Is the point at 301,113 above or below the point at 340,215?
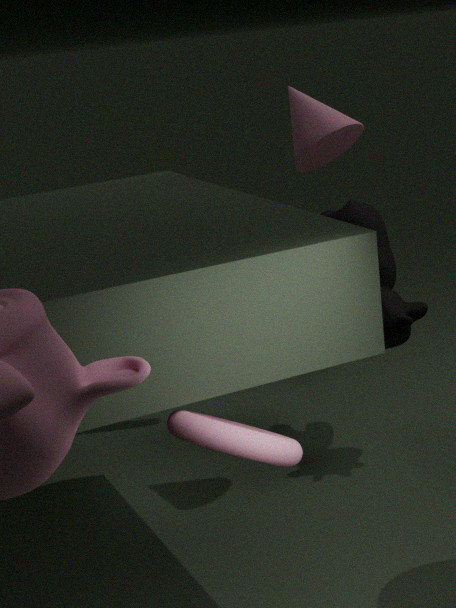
above
